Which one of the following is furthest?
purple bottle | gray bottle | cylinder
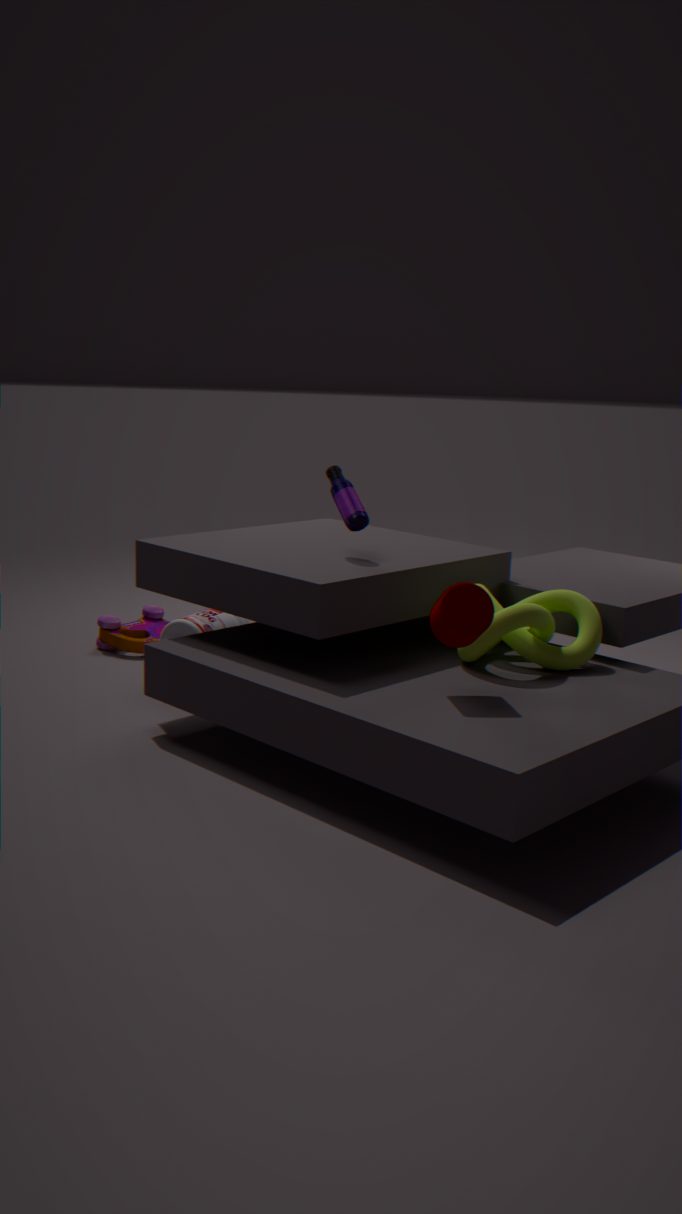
gray bottle
